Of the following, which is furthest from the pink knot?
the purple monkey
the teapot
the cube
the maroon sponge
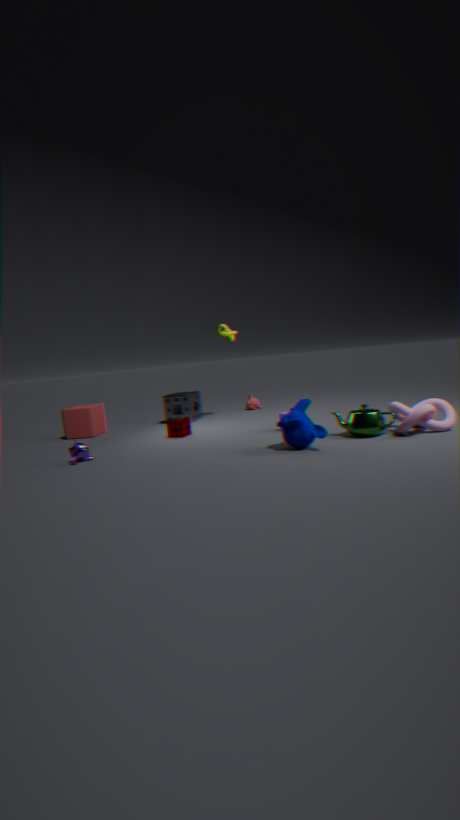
the cube
